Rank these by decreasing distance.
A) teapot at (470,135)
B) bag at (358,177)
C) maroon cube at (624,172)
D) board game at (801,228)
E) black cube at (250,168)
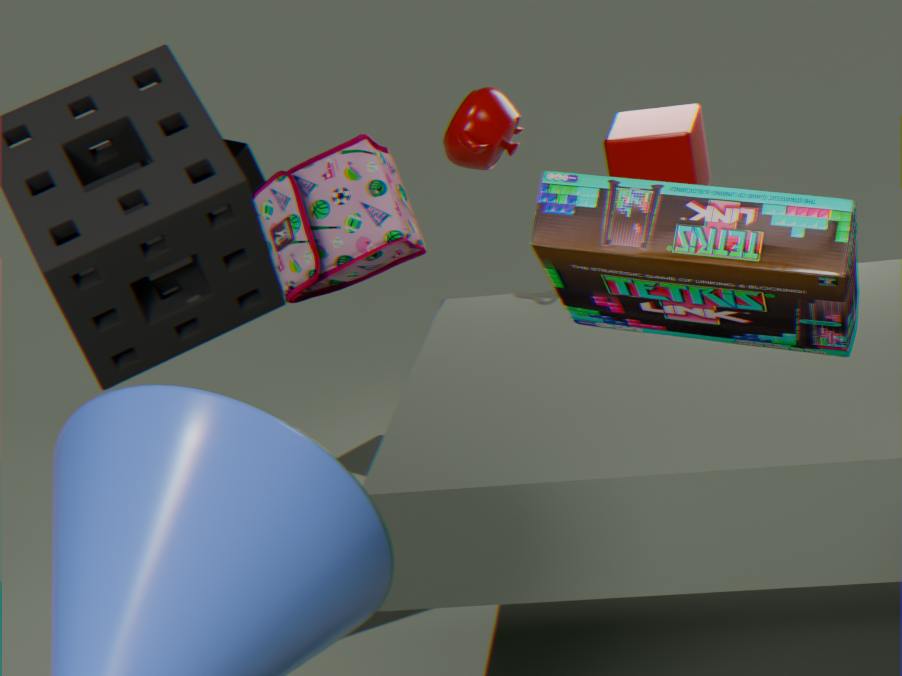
black cube at (250,168) → maroon cube at (624,172) → bag at (358,177) → teapot at (470,135) → board game at (801,228)
